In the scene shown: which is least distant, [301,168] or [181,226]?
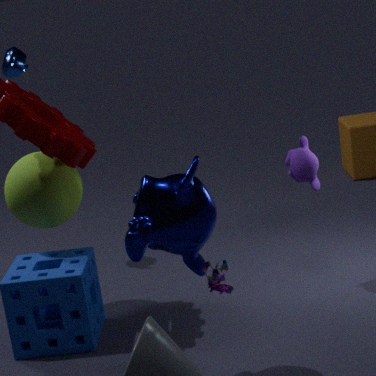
[181,226]
